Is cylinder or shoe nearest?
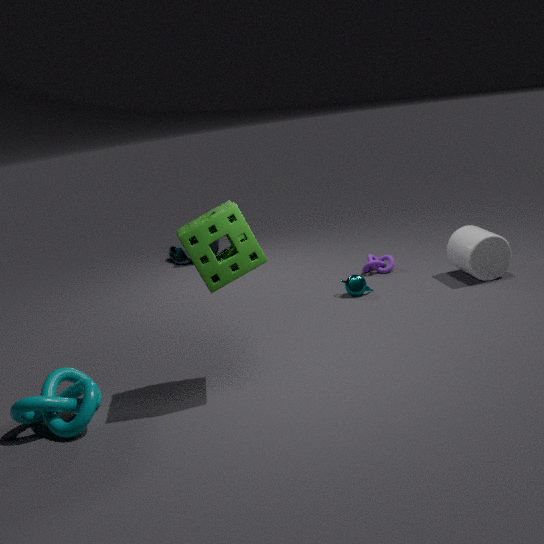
cylinder
